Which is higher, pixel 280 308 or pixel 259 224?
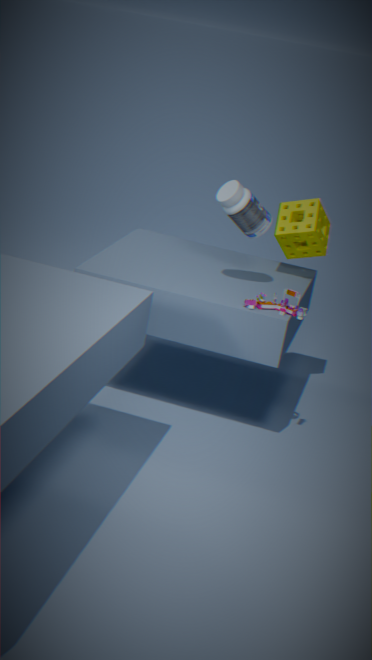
pixel 259 224
